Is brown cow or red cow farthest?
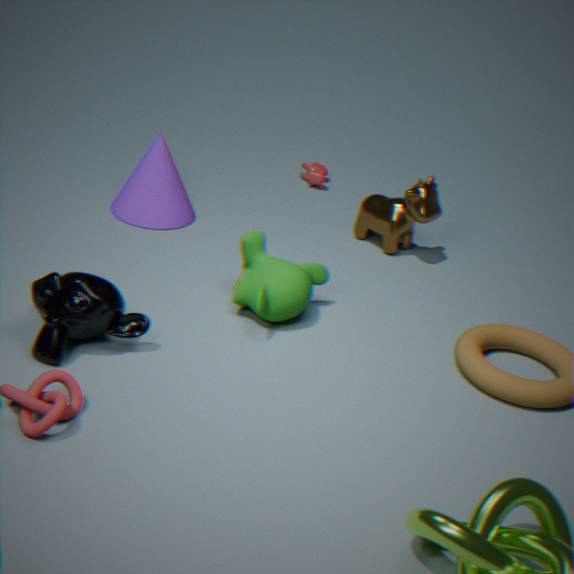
red cow
